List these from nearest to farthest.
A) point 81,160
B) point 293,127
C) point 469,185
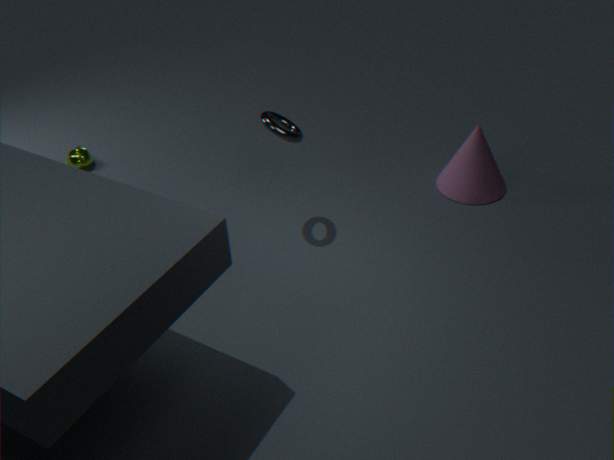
point 293,127, point 469,185, point 81,160
